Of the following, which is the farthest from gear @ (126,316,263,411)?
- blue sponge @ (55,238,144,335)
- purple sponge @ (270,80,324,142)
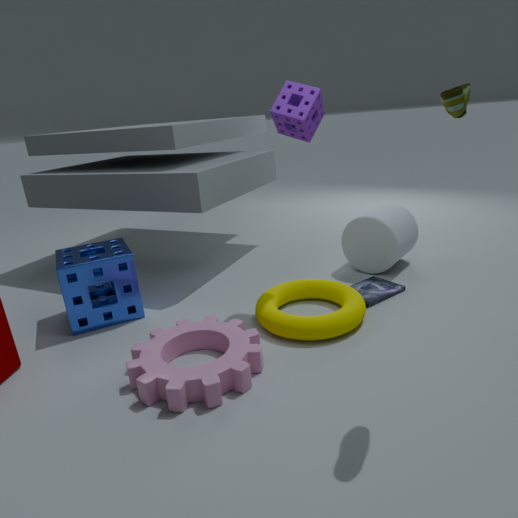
purple sponge @ (270,80,324,142)
